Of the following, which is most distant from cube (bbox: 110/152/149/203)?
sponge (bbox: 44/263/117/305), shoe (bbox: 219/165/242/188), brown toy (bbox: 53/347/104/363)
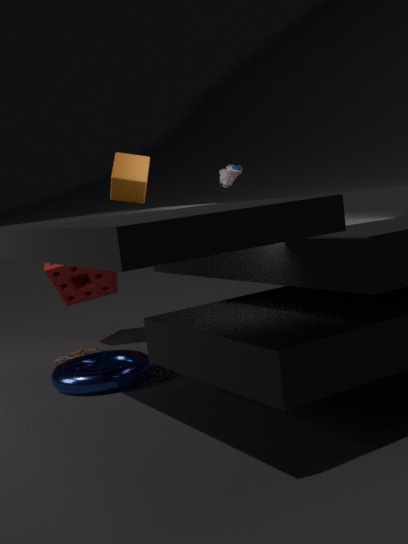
brown toy (bbox: 53/347/104/363)
